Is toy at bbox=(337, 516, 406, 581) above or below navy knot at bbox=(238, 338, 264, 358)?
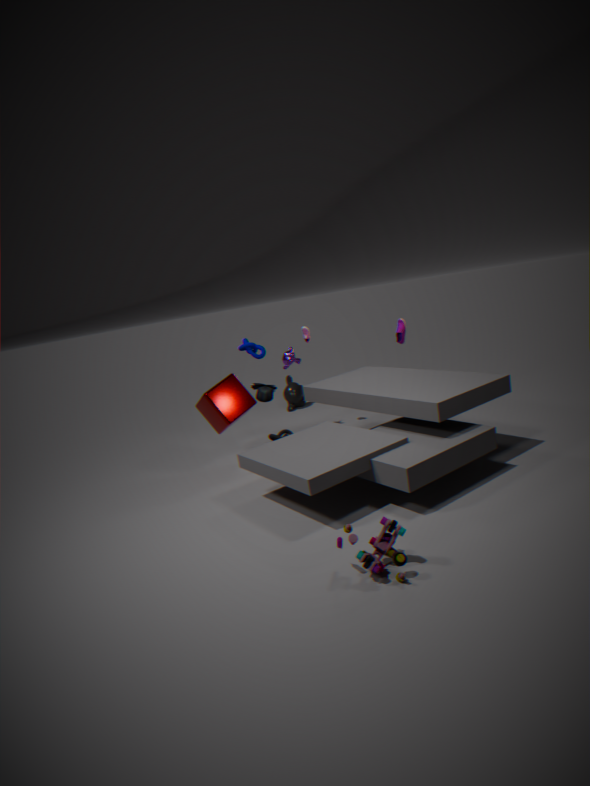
below
